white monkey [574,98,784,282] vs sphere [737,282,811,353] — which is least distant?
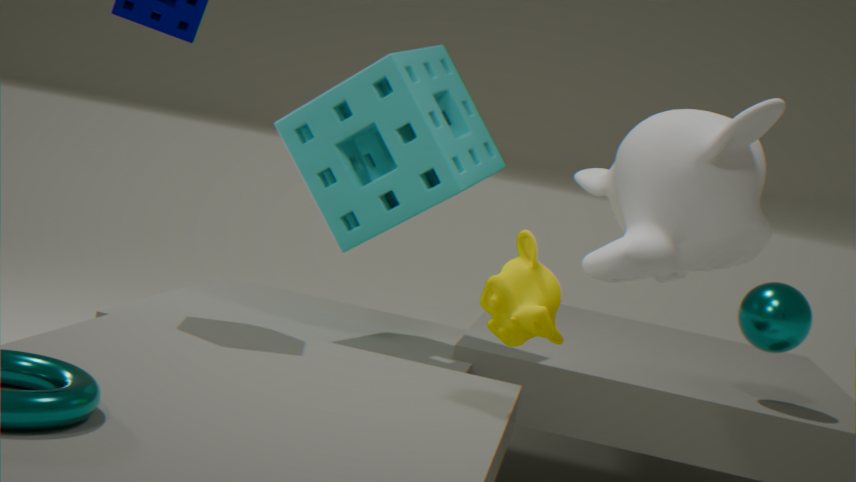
white monkey [574,98,784,282]
